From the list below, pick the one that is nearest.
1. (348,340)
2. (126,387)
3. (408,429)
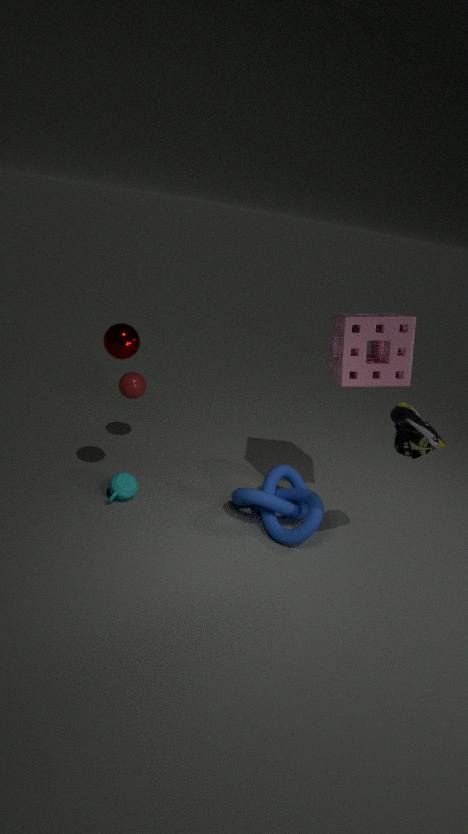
(408,429)
